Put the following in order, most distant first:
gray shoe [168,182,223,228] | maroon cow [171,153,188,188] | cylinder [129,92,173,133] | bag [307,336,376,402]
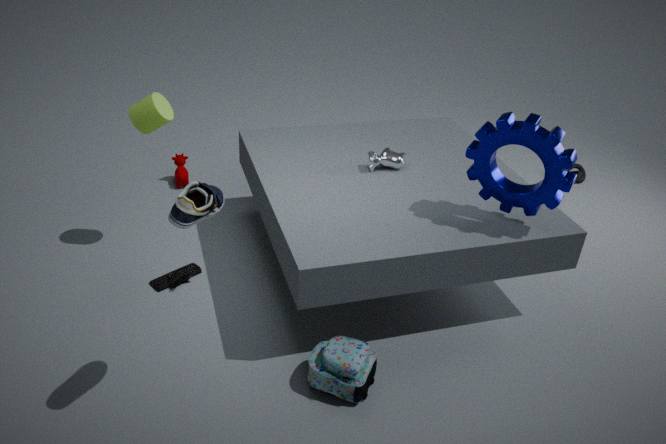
maroon cow [171,153,188,188] < cylinder [129,92,173,133] < bag [307,336,376,402] < gray shoe [168,182,223,228]
